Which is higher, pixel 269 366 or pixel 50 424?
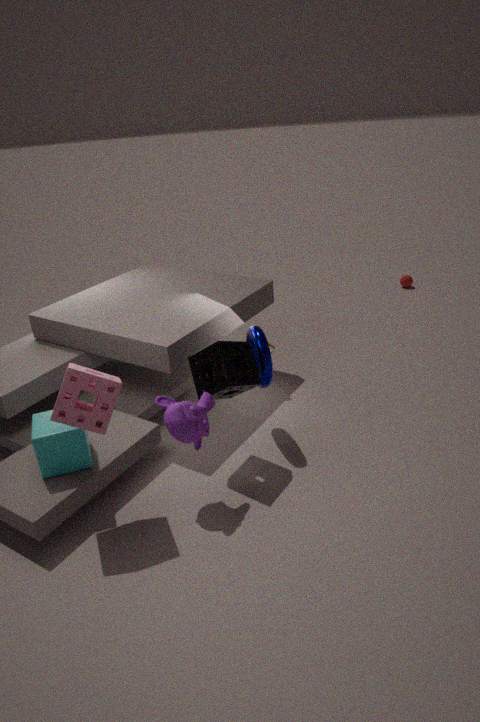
pixel 269 366
